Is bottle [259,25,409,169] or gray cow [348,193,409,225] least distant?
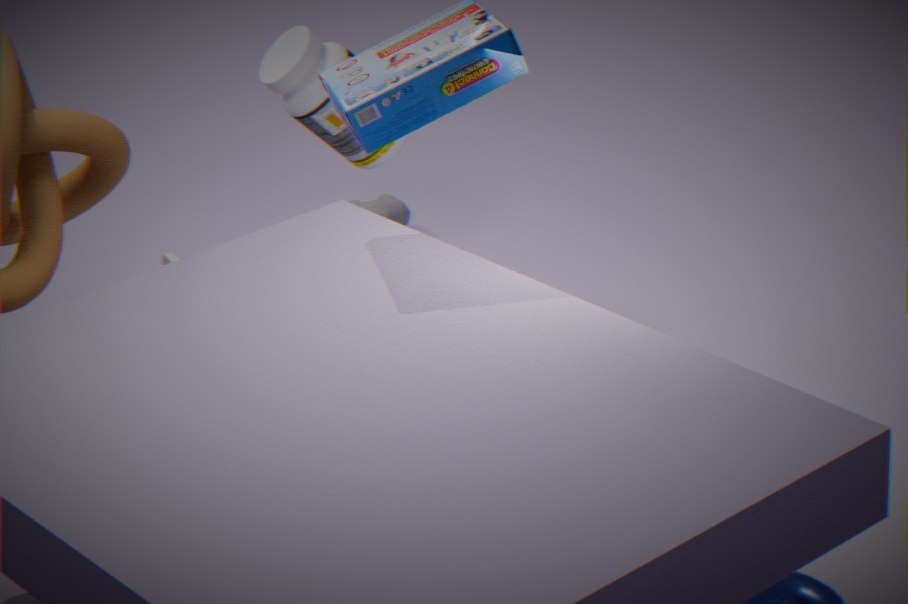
bottle [259,25,409,169]
